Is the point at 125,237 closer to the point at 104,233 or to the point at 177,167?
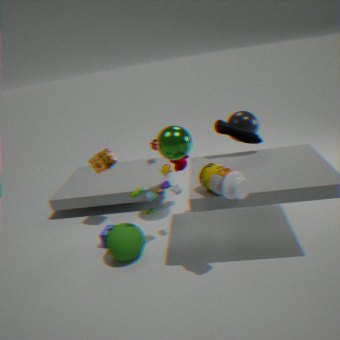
the point at 104,233
